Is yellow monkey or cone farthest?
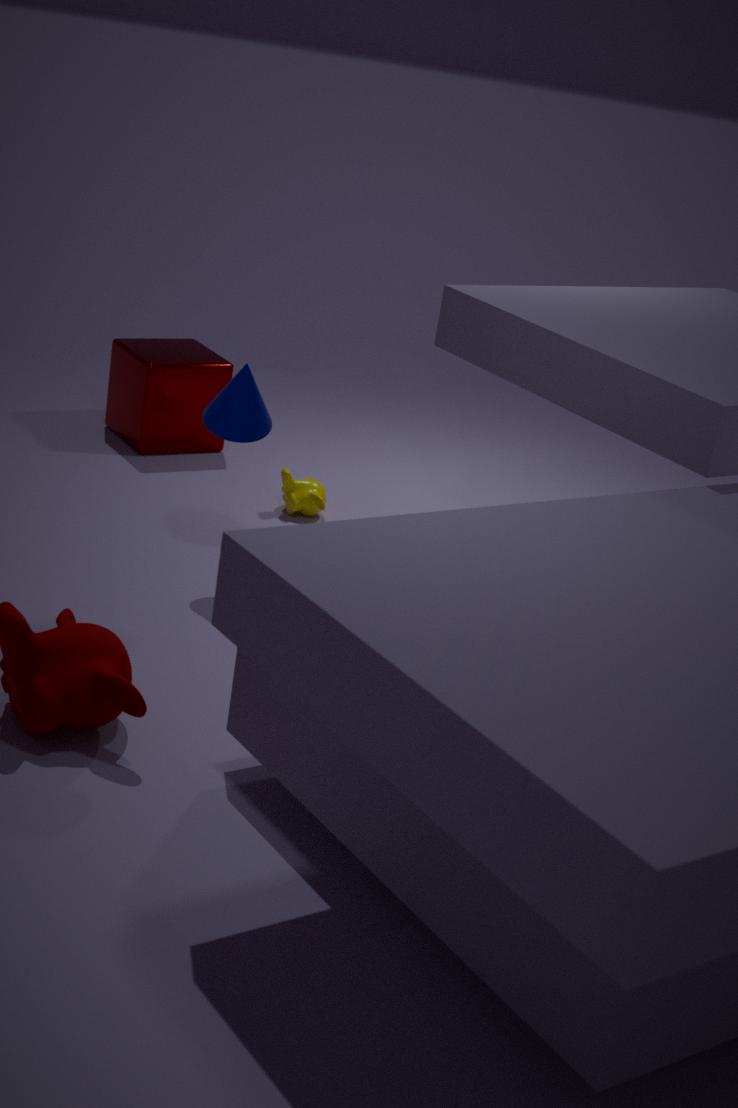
yellow monkey
